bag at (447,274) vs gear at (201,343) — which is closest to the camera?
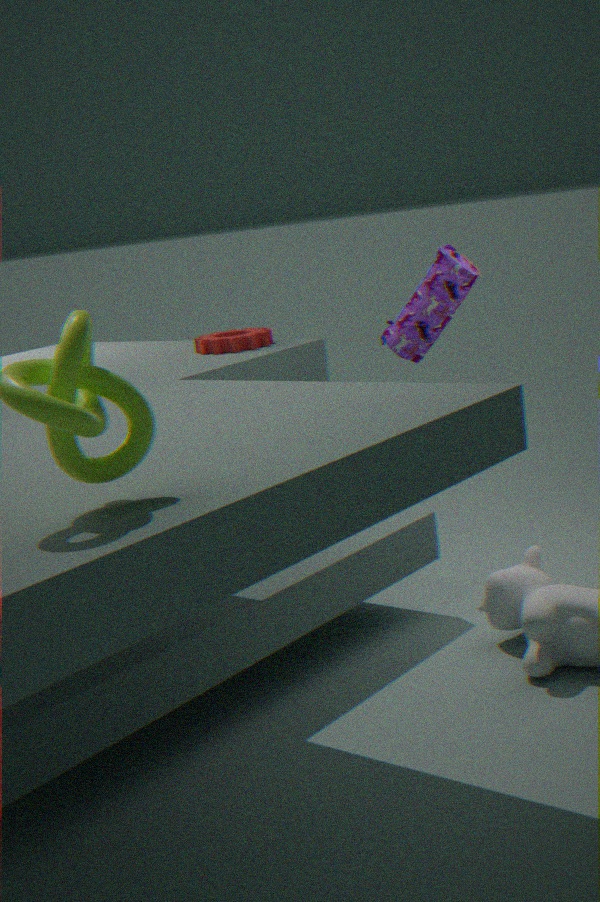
bag at (447,274)
